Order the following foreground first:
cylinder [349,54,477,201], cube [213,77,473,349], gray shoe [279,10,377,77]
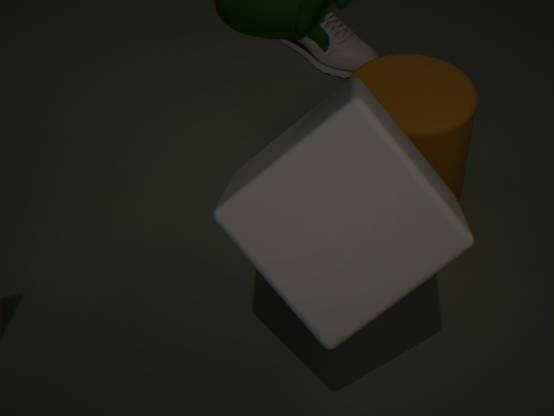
cube [213,77,473,349] < cylinder [349,54,477,201] < gray shoe [279,10,377,77]
